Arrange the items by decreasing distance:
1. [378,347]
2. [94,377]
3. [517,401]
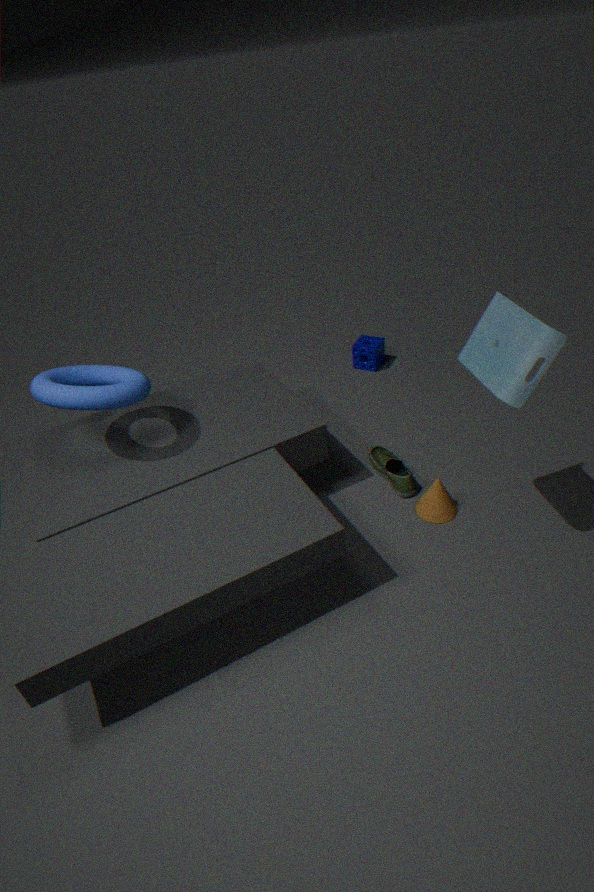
[378,347] < [94,377] < [517,401]
